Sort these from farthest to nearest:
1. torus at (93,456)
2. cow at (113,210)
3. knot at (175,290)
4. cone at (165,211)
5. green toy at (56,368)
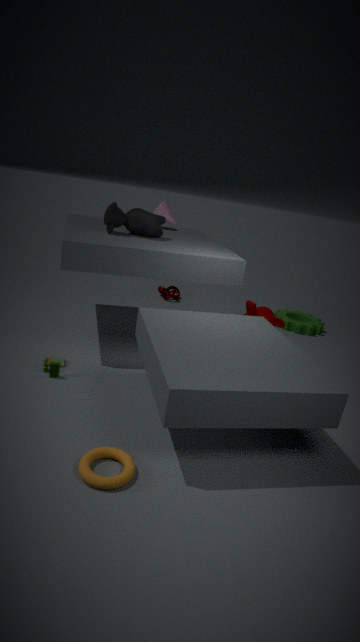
1. knot at (175,290)
2. cone at (165,211)
3. cow at (113,210)
4. green toy at (56,368)
5. torus at (93,456)
